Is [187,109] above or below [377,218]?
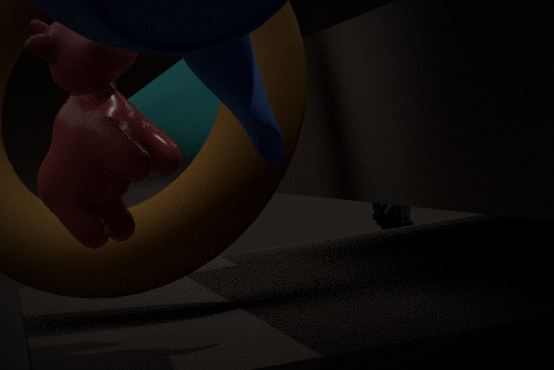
above
